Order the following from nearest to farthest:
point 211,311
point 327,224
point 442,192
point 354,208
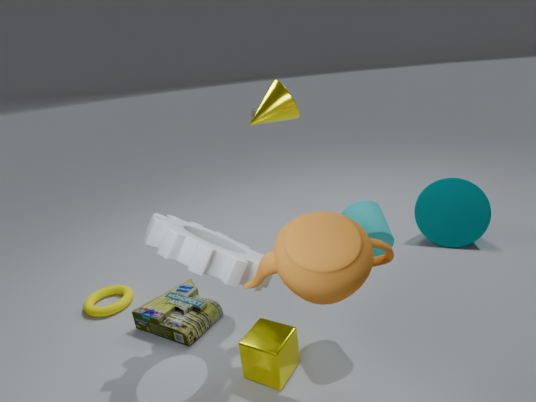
point 327,224
point 354,208
point 211,311
point 442,192
